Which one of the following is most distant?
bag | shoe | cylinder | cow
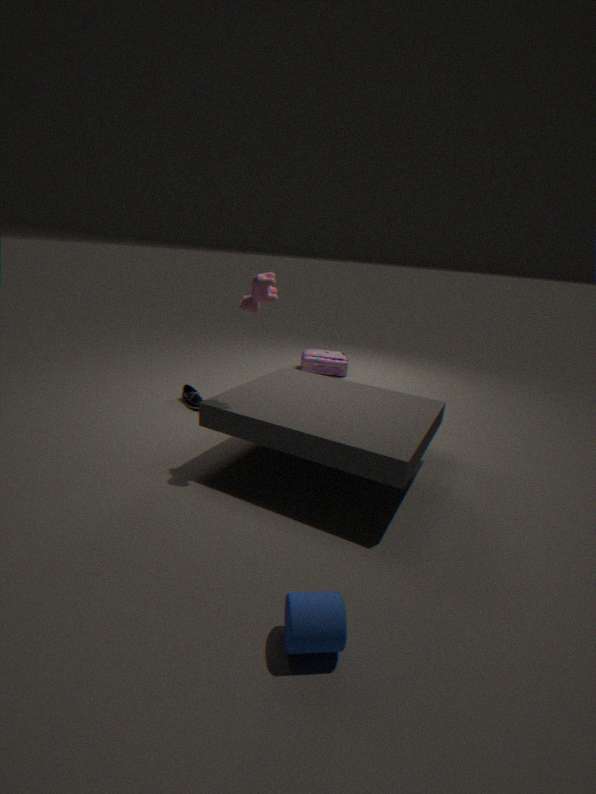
bag
